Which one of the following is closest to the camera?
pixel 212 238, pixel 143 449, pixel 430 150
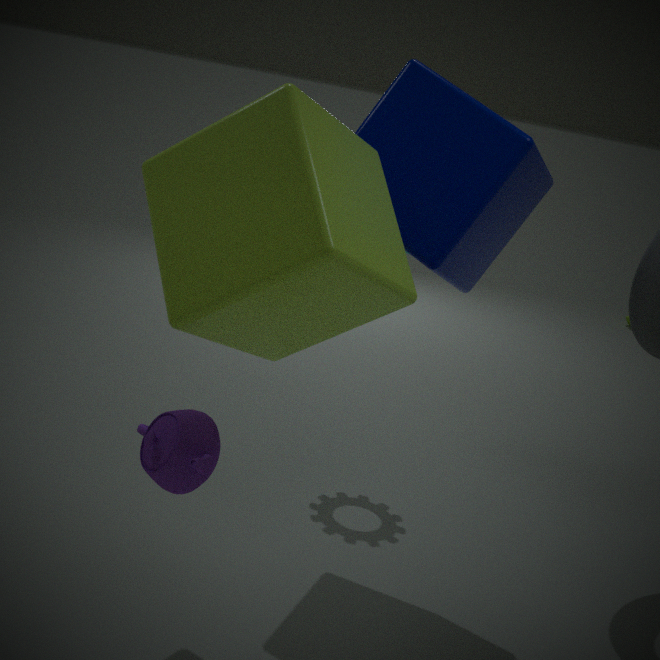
pixel 212 238
